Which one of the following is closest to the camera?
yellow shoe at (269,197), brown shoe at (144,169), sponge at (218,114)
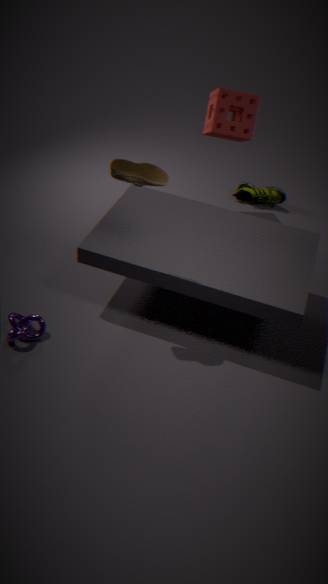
brown shoe at (144,169)
